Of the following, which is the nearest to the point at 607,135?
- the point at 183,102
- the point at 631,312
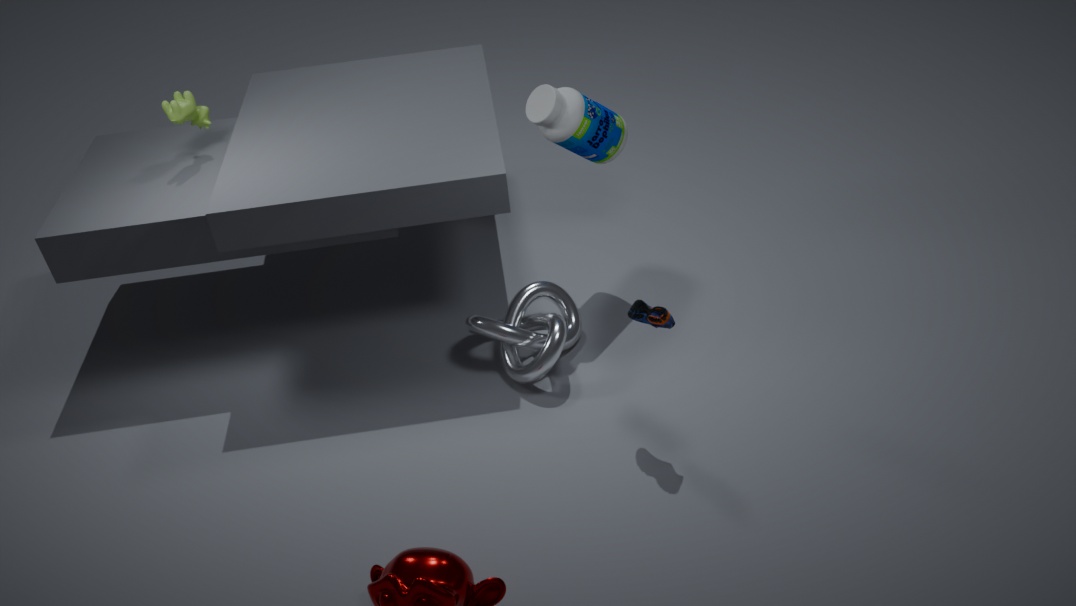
the point at 631,312
